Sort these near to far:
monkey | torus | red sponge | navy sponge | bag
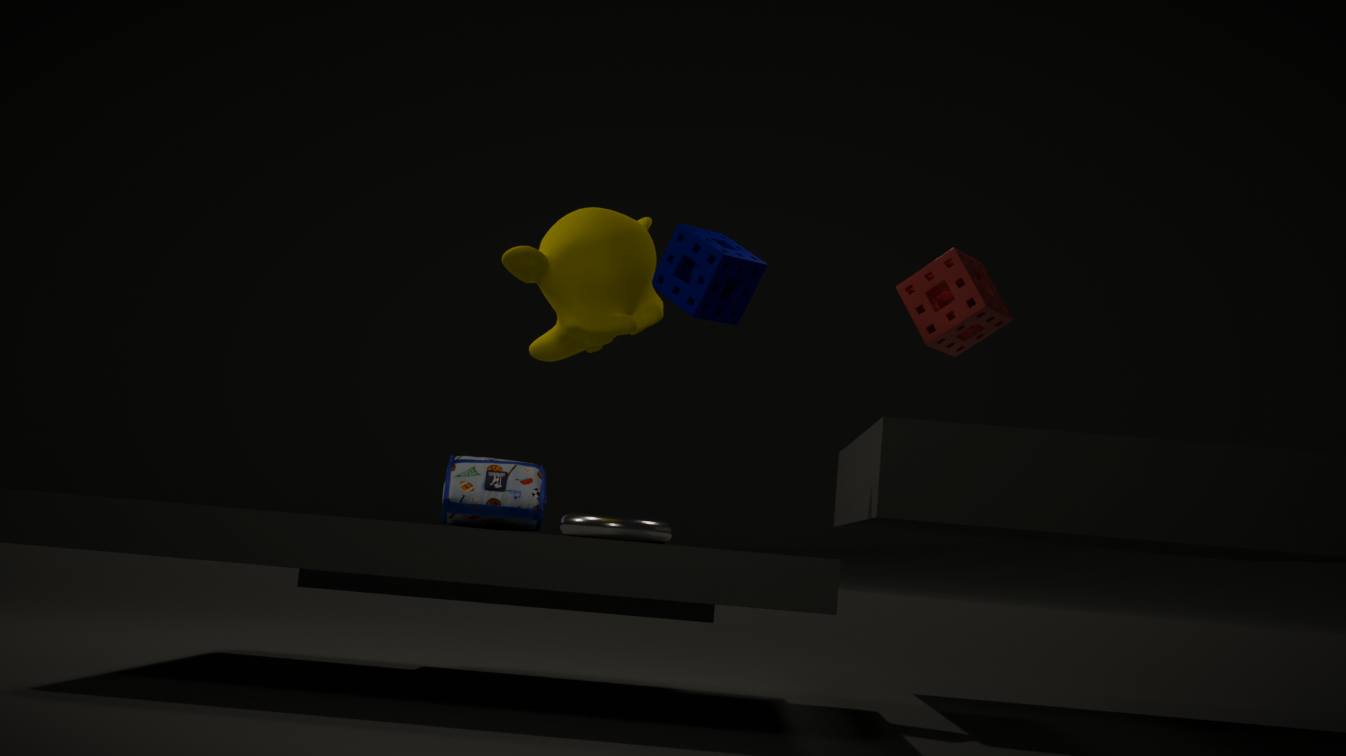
monkey → torus → red sponge → navy sponge → bag
